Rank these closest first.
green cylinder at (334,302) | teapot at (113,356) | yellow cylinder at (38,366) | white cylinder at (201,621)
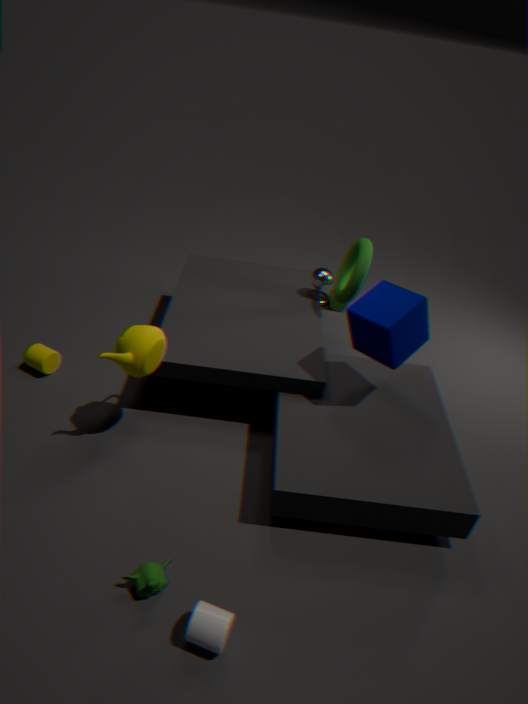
white cylinder at (201,621), teapot at (113,356), yellow cylinder at (38,366), green cylinder at (334,302)
